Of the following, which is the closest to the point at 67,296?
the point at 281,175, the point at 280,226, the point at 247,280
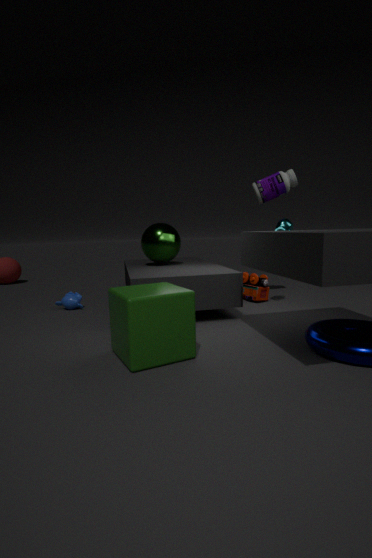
the point at 247,280
